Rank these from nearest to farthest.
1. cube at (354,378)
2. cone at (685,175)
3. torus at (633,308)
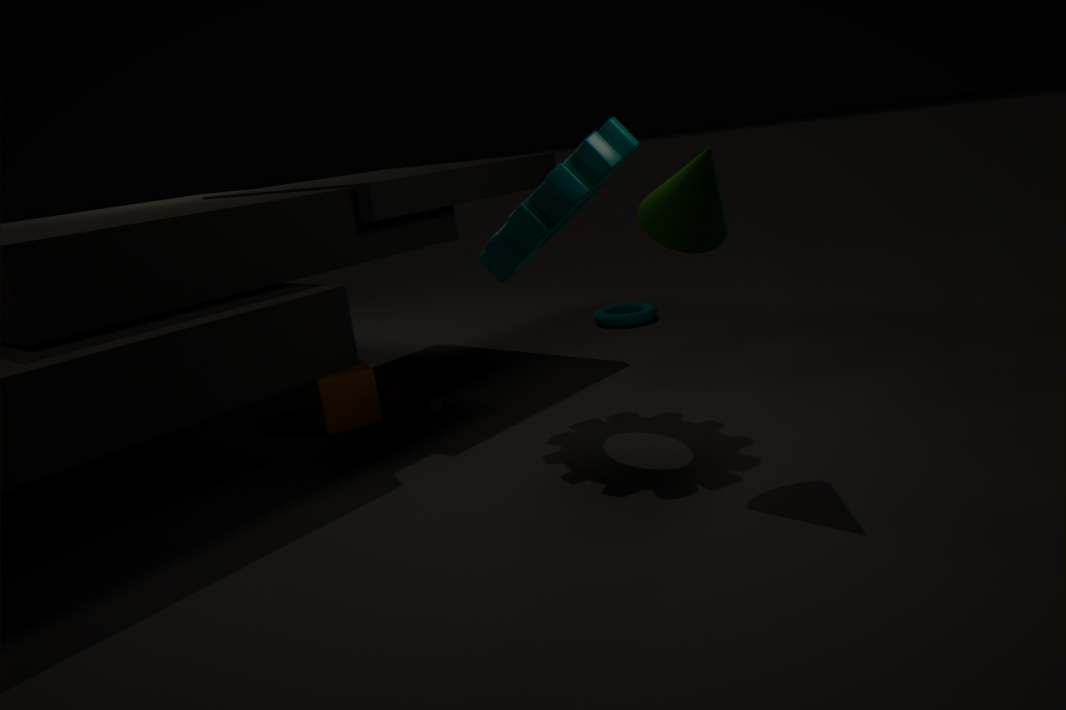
1. cone at (685,175)
2. cube at (354,378)
3. torus at (633,308)
